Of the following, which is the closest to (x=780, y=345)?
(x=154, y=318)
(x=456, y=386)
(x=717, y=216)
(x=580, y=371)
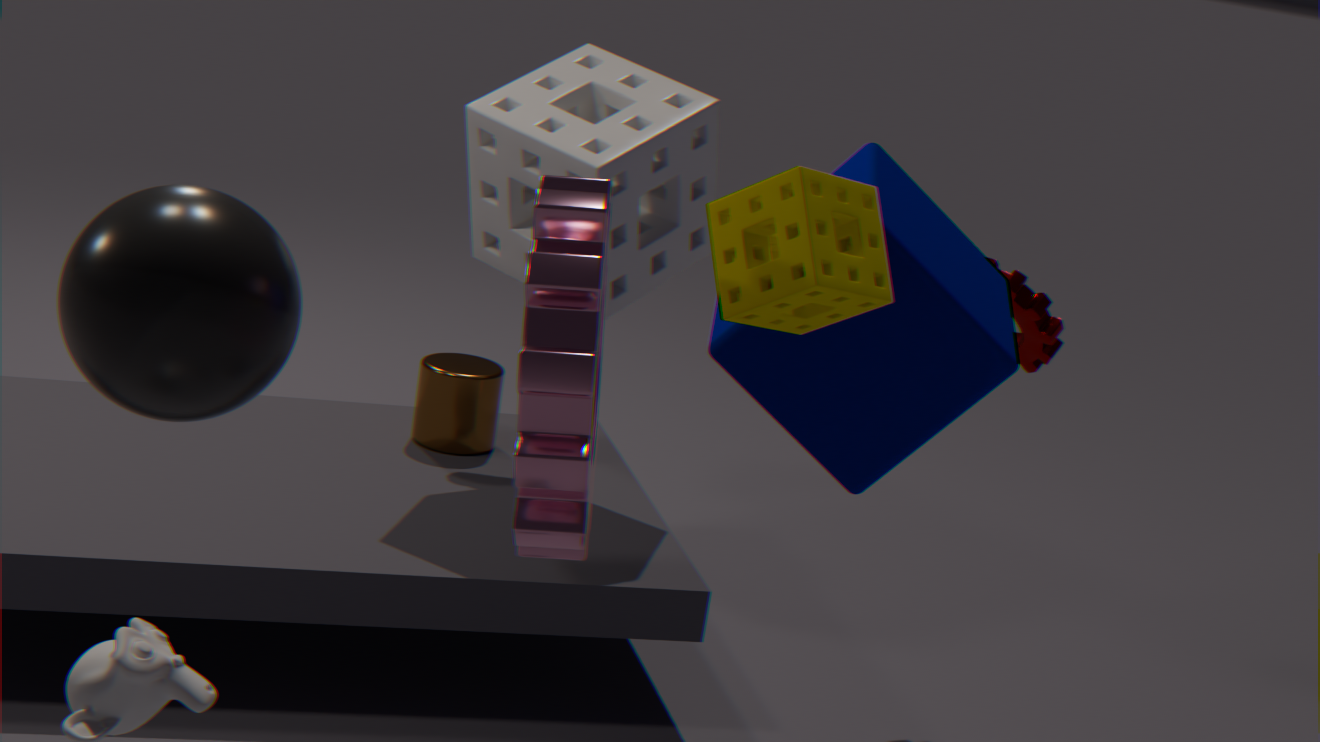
(x=717, y=216)
